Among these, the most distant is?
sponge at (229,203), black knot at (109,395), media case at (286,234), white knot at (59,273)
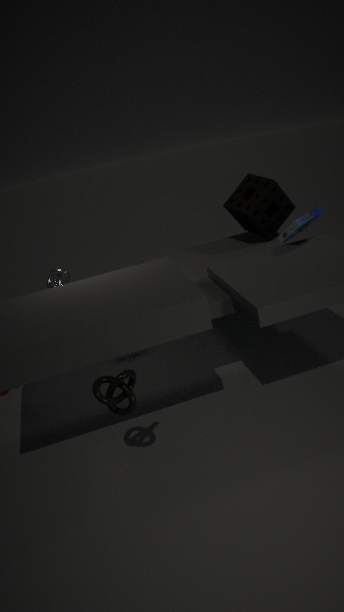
white knot at (59,273)
